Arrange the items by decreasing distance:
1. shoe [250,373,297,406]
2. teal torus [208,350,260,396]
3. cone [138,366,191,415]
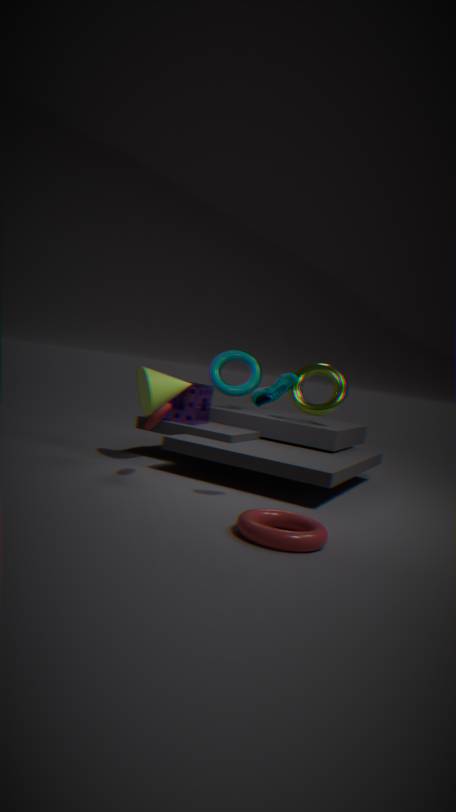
teal torus [208,350,260,396], cone [138,366,191,415], shoe [250,373,297,406]
